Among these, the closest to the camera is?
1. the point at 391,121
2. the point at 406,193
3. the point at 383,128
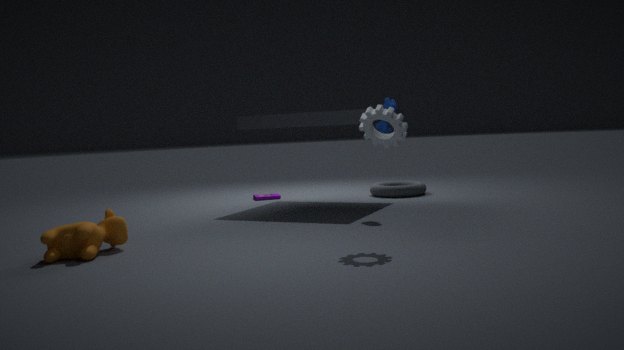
the point at 391,121
